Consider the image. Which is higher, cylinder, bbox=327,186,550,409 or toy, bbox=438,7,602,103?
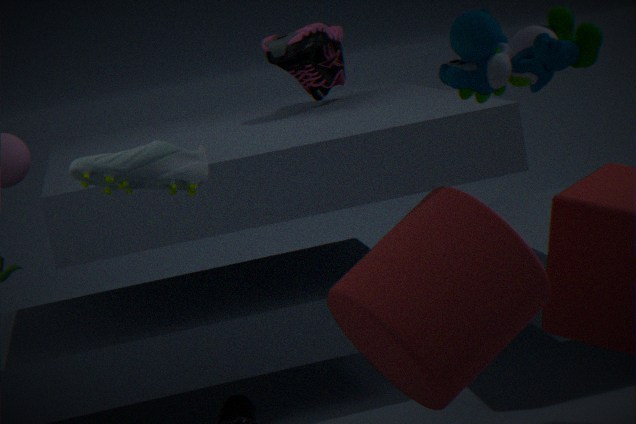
toy, bbox=438,7,602,103
